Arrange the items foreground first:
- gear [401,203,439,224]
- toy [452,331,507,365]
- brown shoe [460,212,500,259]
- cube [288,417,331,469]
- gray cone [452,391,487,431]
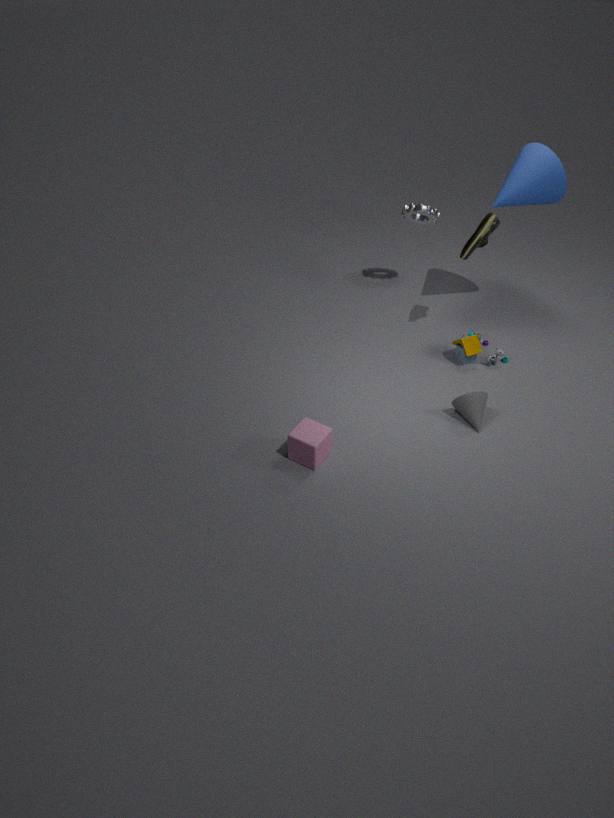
cube [288,417,331,469] → gray cone [452,391,487,431] → brown shoe [460,212,500,259] → toy [452,331,507,365] → gear [401,203,439,224]
